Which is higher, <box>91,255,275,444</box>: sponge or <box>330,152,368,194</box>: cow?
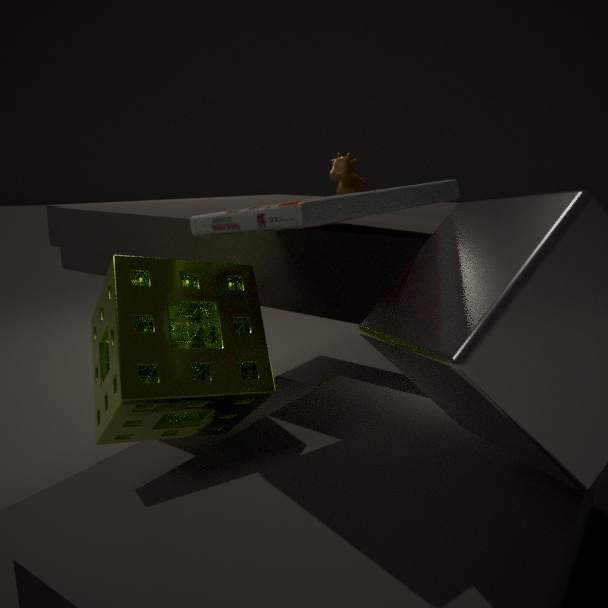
<box>330,152,368,194</box>: cow
